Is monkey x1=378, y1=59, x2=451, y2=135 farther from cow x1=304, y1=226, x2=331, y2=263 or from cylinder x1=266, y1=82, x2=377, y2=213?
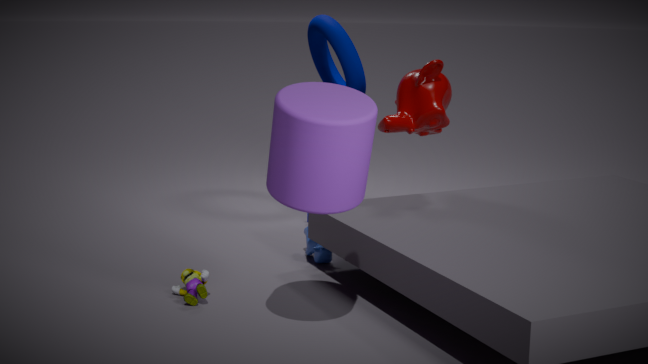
cylinder x1=266, y1=82, x2=377, y2=213
